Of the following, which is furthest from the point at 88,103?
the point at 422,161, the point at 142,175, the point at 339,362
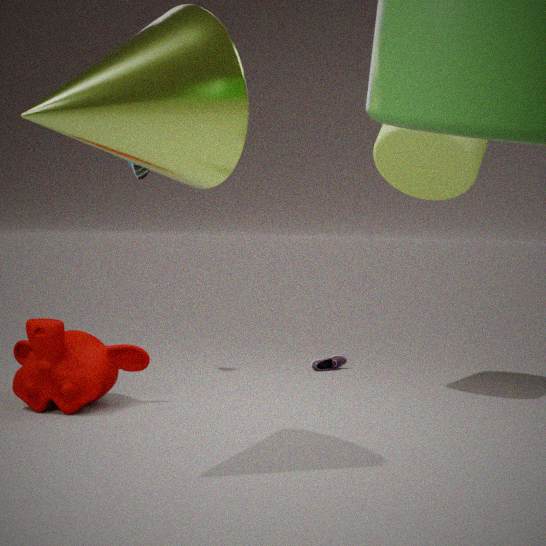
the point at 339,362
